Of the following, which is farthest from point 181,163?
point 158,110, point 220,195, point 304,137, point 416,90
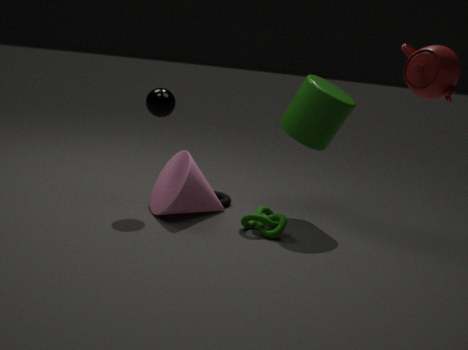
point 416,90
